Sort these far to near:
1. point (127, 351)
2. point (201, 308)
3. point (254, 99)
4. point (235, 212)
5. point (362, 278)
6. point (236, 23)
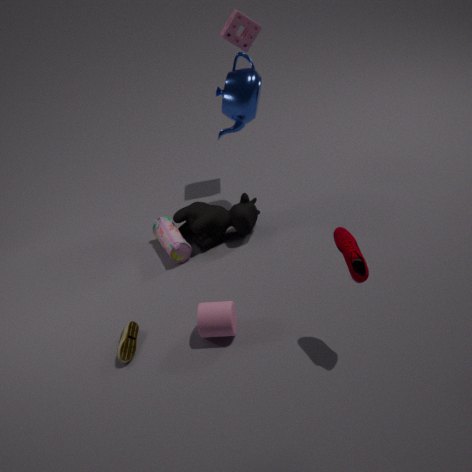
point (236, 23) → point (235, 212) → point (254, 99) → point (127, 351) → point (201, 308) → point (362, 278)
